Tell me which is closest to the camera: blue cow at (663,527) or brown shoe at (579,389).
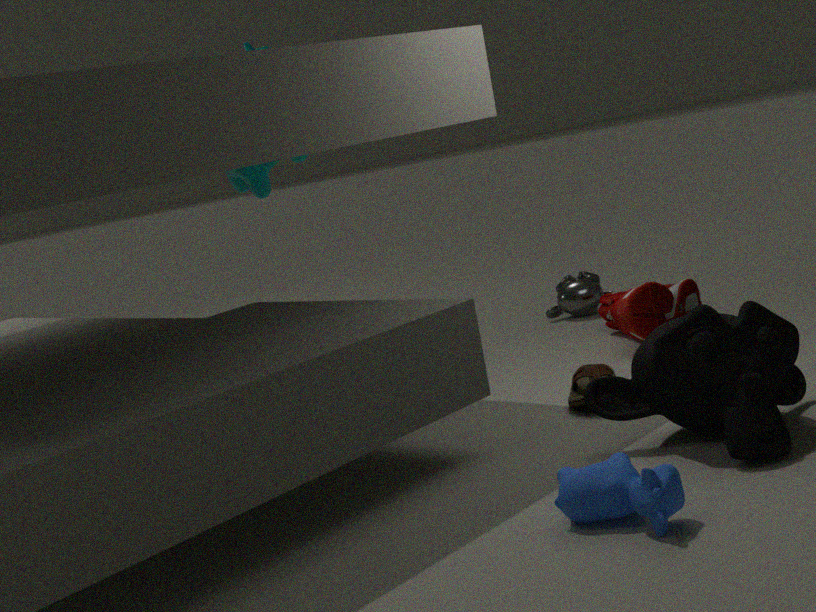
blue cow at (663,527)
